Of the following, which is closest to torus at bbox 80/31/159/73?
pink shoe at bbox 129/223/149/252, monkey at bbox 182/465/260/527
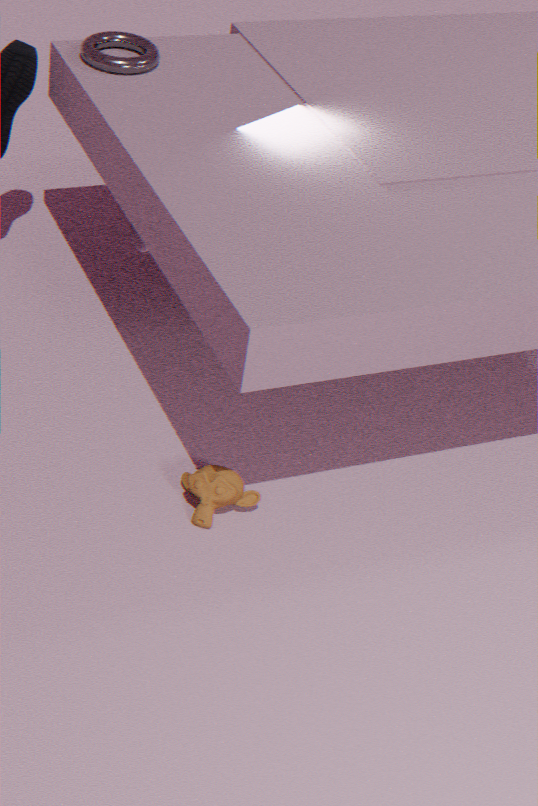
pink shoe at bbox 129/223/149/252
